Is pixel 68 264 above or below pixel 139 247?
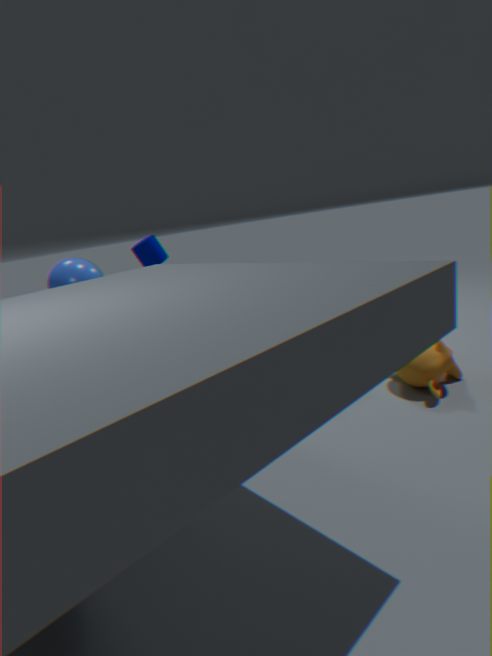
below
